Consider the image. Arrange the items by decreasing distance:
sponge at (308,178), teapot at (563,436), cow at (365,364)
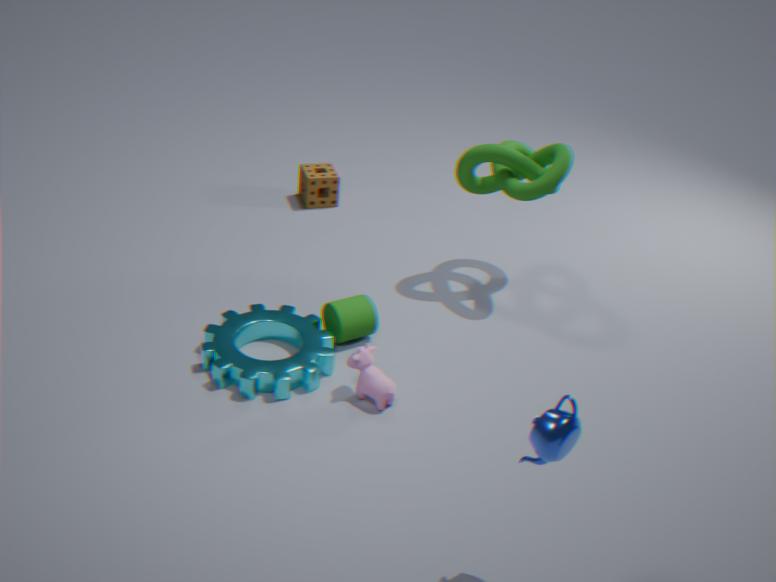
sponge at (308,178)
cow at (365,364)
teapot at (563,436)
